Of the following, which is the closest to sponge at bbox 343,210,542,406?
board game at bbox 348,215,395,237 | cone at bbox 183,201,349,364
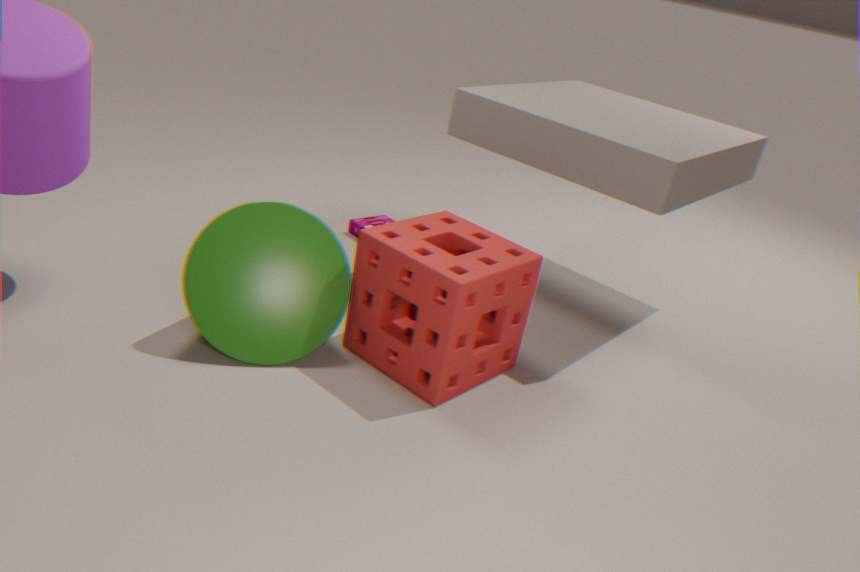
cone at bbox 183,201,349,364
